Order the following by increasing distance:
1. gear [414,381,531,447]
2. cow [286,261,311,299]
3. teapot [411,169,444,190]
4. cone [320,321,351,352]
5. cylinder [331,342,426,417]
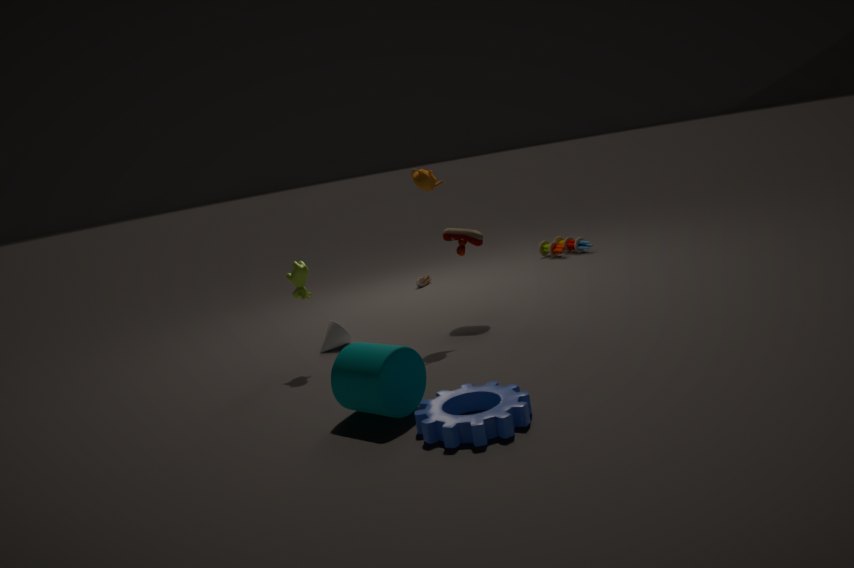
gear [414,381,531,447] → cylinder [331,342,426,417] → cow [286,261,311,299] → teapot [411,169,444,190] → cone [320,321,351,352]
